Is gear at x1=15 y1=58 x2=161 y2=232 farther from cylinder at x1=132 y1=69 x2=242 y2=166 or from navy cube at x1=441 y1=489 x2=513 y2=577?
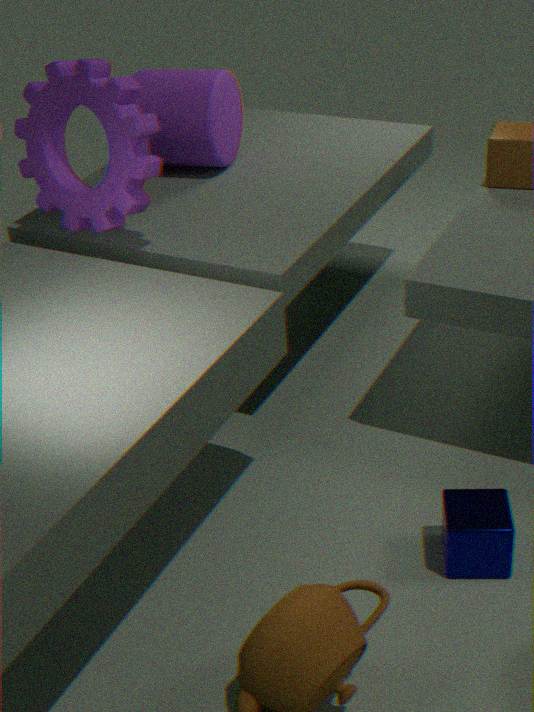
navy cube at x1=441 y1=489 x2=513 y2=577
